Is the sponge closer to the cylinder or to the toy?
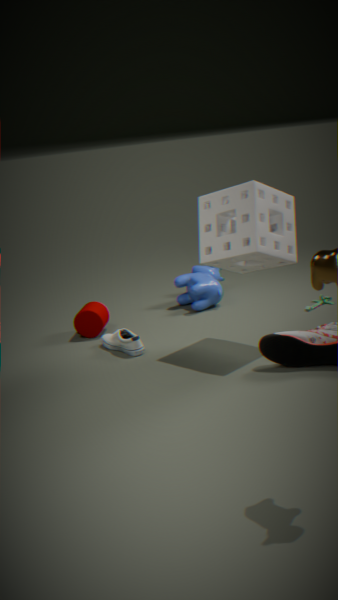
the toy
